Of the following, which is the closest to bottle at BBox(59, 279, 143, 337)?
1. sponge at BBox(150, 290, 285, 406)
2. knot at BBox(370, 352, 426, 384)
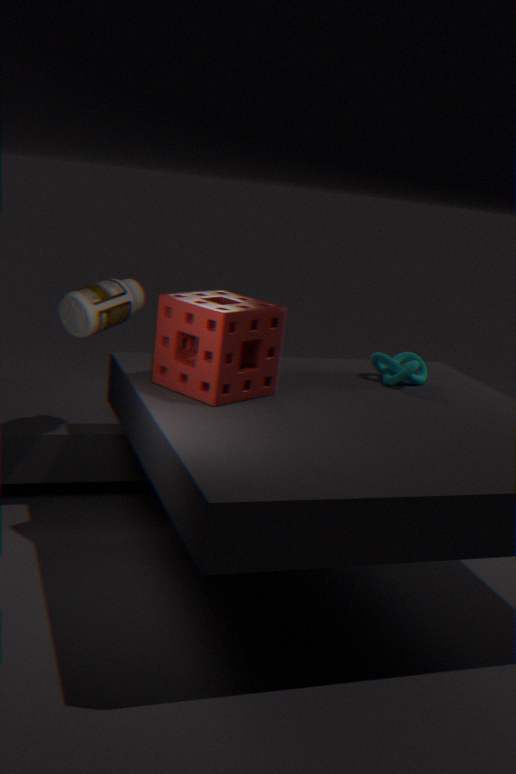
sponge at BBox(150, 290, 285, 406)
